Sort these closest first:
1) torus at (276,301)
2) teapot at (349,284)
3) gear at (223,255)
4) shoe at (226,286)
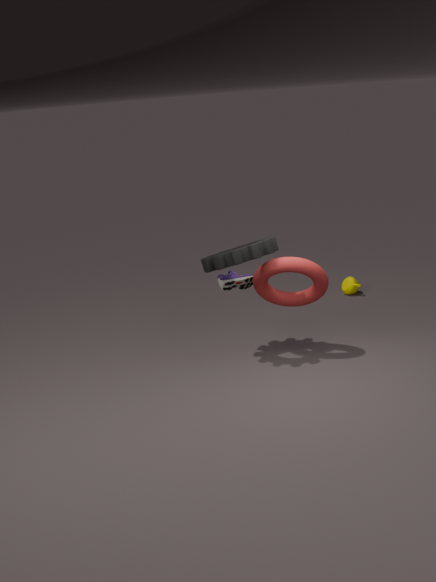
1. 3. gear at (223,255)
2. 1. torus at (276,301)
3. 4. shoe at (226,286)
4. 2. teapot at (349,284)
